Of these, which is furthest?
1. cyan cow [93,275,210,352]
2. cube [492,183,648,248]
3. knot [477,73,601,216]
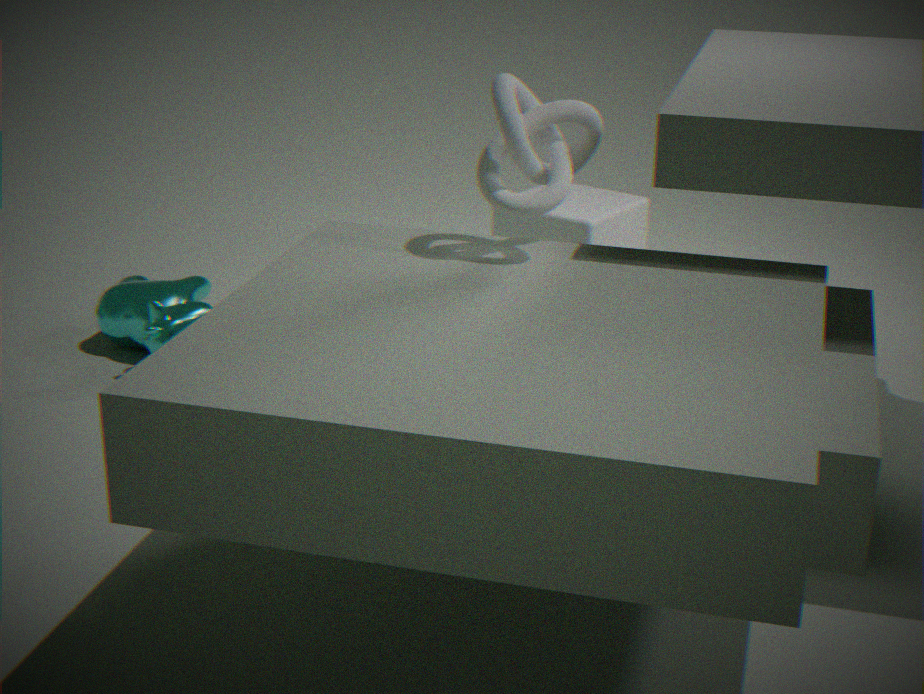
cube [492,183,648,248]
